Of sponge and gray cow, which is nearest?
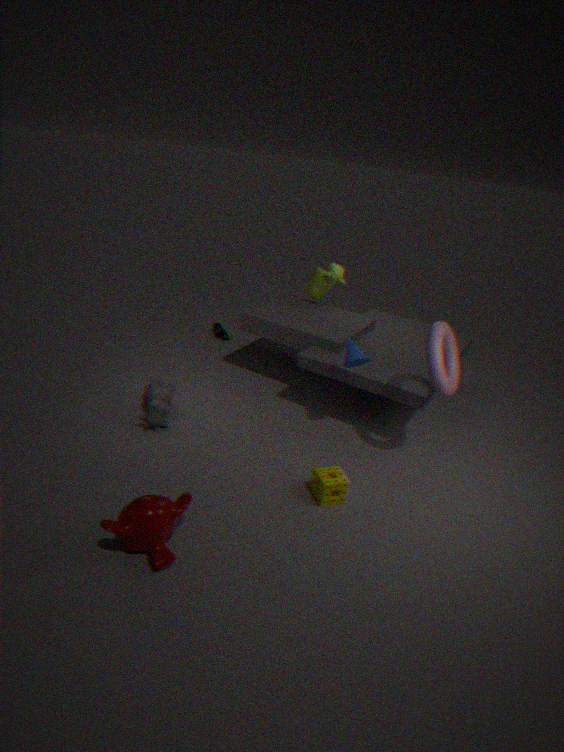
sponge
